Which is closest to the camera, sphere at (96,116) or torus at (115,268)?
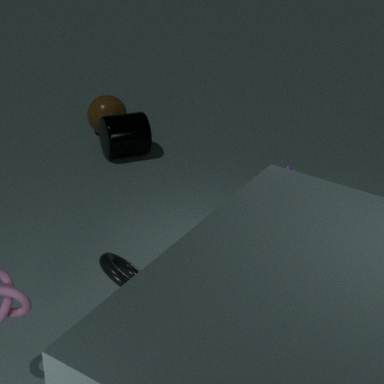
torus at (115,268)
